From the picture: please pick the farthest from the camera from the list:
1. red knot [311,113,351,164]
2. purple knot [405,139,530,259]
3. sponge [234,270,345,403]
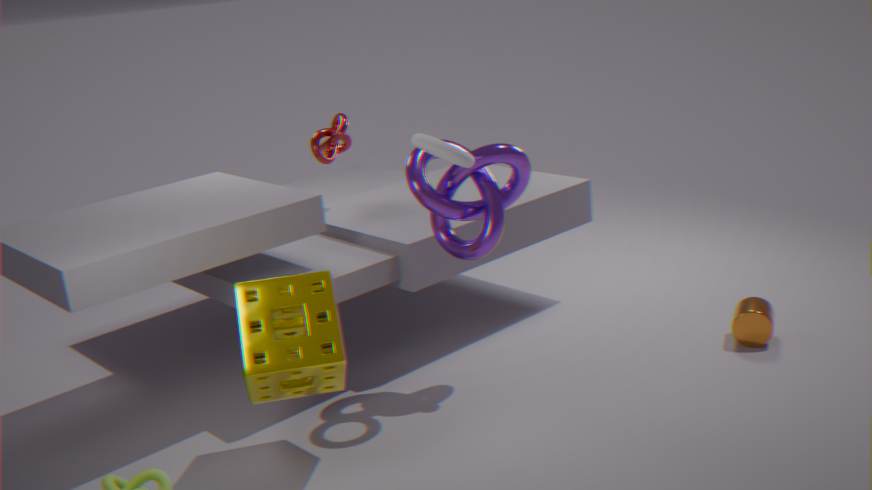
red knot [311,113,351,164]
